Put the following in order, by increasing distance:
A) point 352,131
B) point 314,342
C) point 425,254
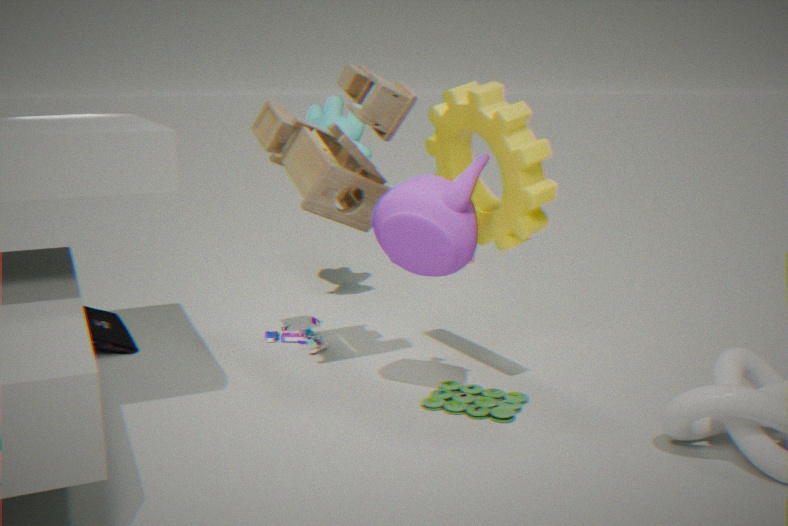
1. point 425,254
2. point 314,342
3. point 352,131
